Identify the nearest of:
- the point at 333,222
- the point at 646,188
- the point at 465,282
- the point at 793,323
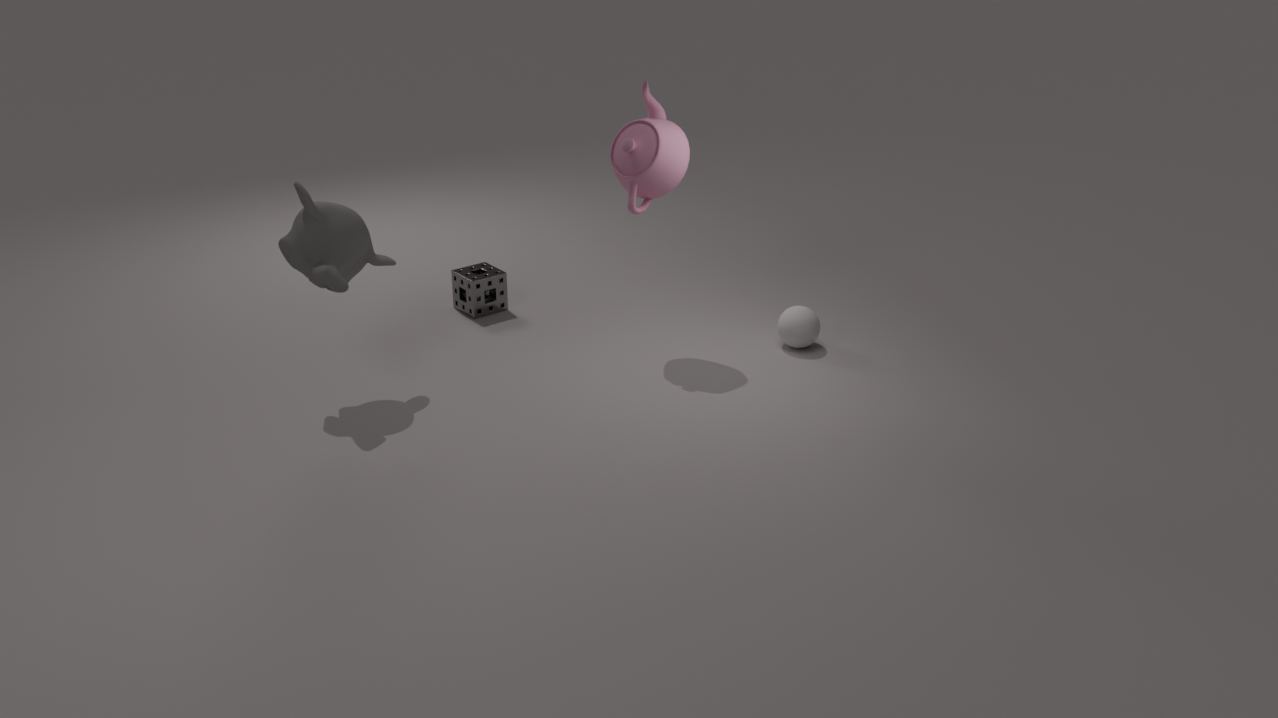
the point at 333,222
